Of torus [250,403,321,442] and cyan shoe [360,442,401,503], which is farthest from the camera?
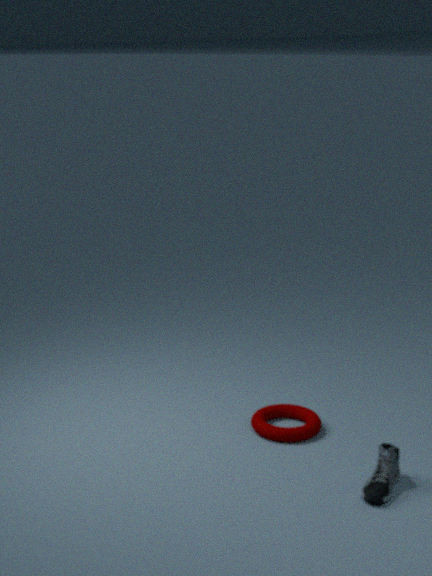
torus [250,403,321,442]
